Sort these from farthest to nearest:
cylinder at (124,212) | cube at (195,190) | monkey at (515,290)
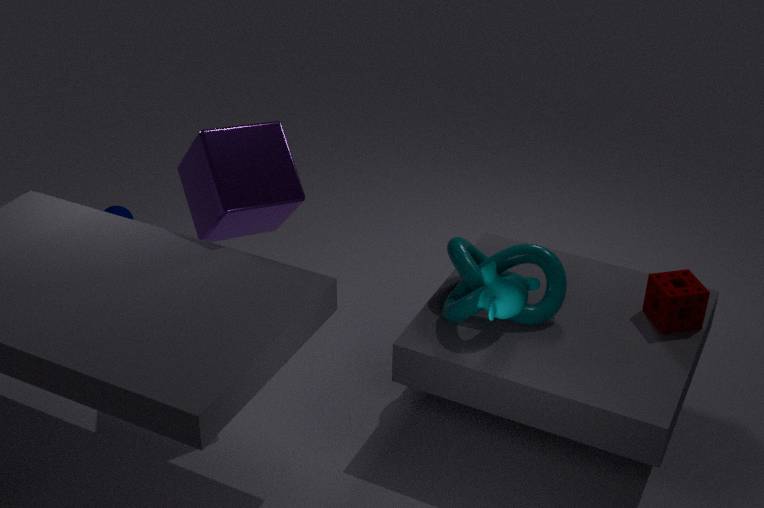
1. cylinder at (124,212)
2. cube at (195,190)
3. monkey at (515,290)
